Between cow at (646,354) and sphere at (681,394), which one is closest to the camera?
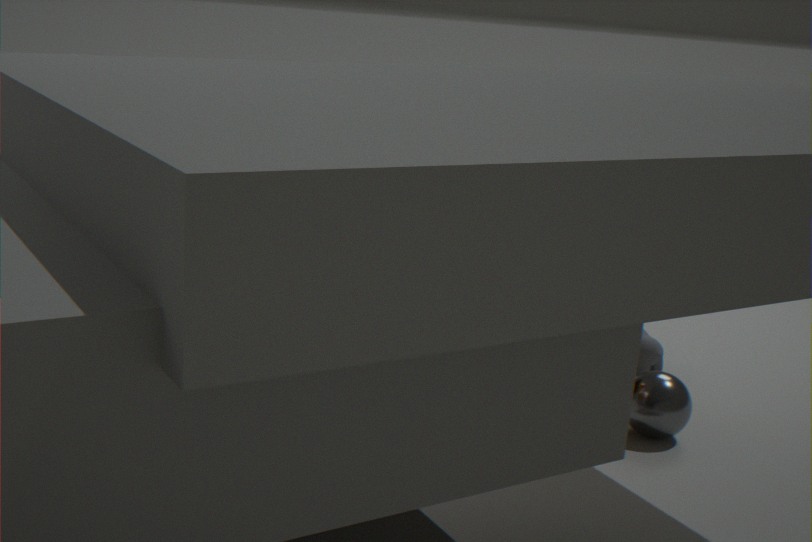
sphere at (681,394)
